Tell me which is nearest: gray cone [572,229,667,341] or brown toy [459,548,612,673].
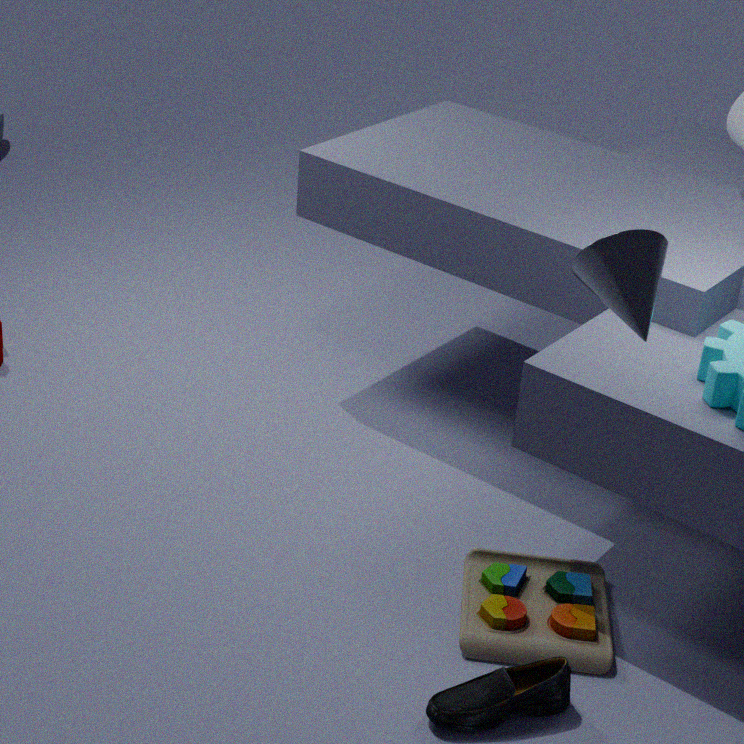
gray cone [572,229,667,341]
